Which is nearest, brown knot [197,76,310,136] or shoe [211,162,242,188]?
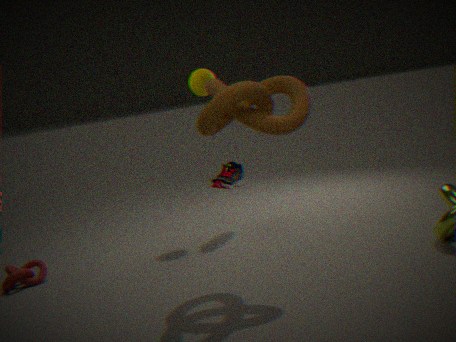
brown knot [197,76,310,136]
